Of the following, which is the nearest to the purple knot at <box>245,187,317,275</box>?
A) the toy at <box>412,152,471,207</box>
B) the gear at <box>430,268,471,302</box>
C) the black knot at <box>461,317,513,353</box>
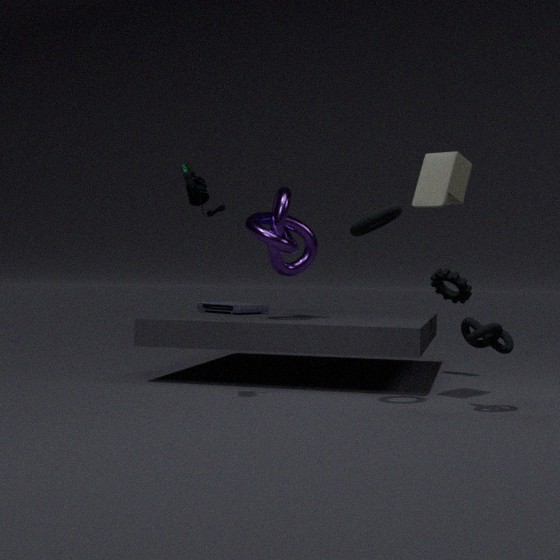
the gear at <box>430,268,471,302</box>
